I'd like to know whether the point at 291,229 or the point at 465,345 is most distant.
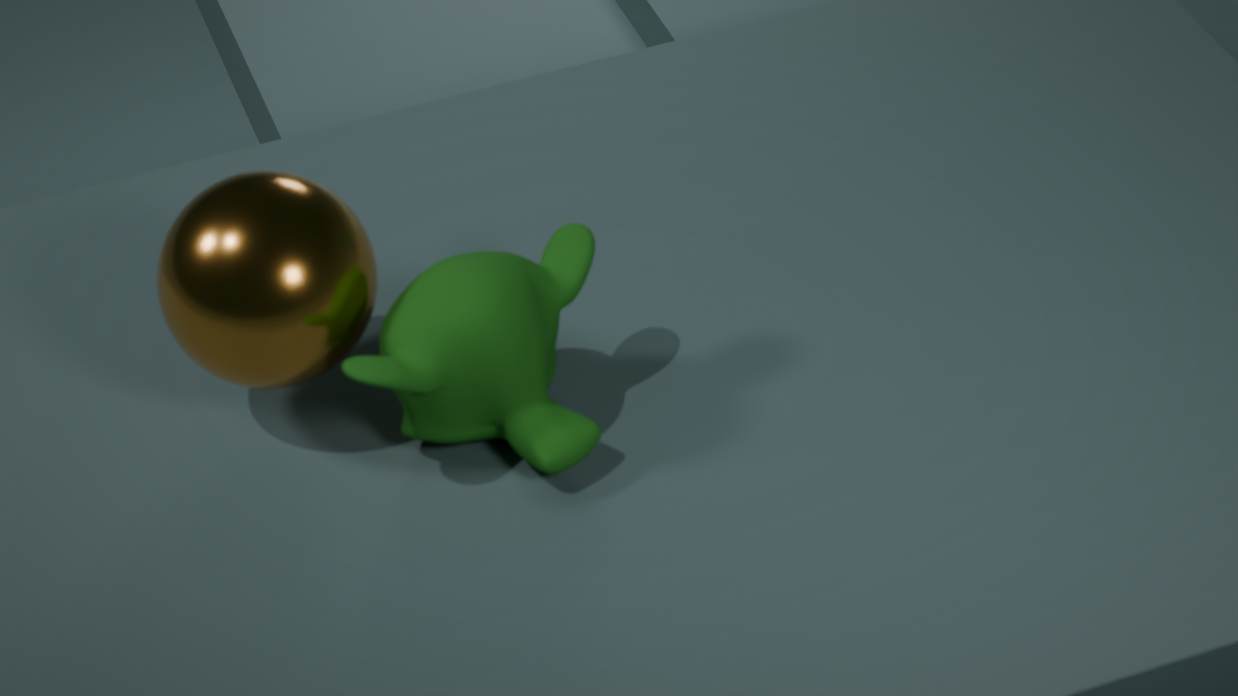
the point at 465,345
